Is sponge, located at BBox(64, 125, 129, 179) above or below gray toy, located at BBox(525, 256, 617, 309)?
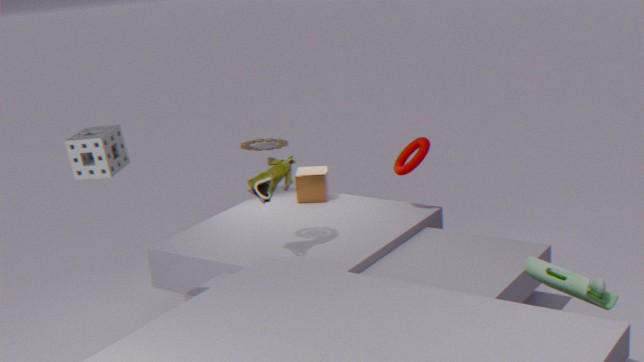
above
